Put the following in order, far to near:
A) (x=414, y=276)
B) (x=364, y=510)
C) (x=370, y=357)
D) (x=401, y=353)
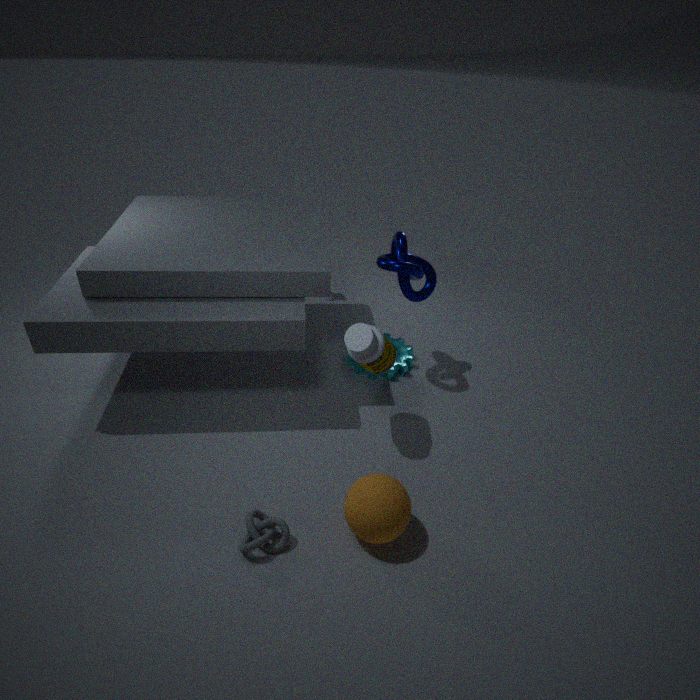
1. (x=401, y=353)
2. (x=414, y=276)
3. (x=370, y=357)
4. (x=364, y=510)
